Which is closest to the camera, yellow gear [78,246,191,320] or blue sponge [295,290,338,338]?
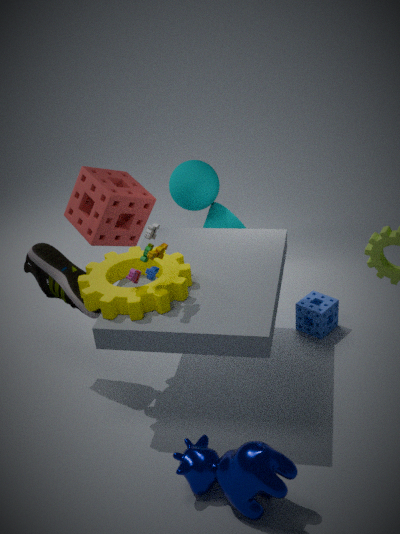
yellow gear [78,246,191,320]
